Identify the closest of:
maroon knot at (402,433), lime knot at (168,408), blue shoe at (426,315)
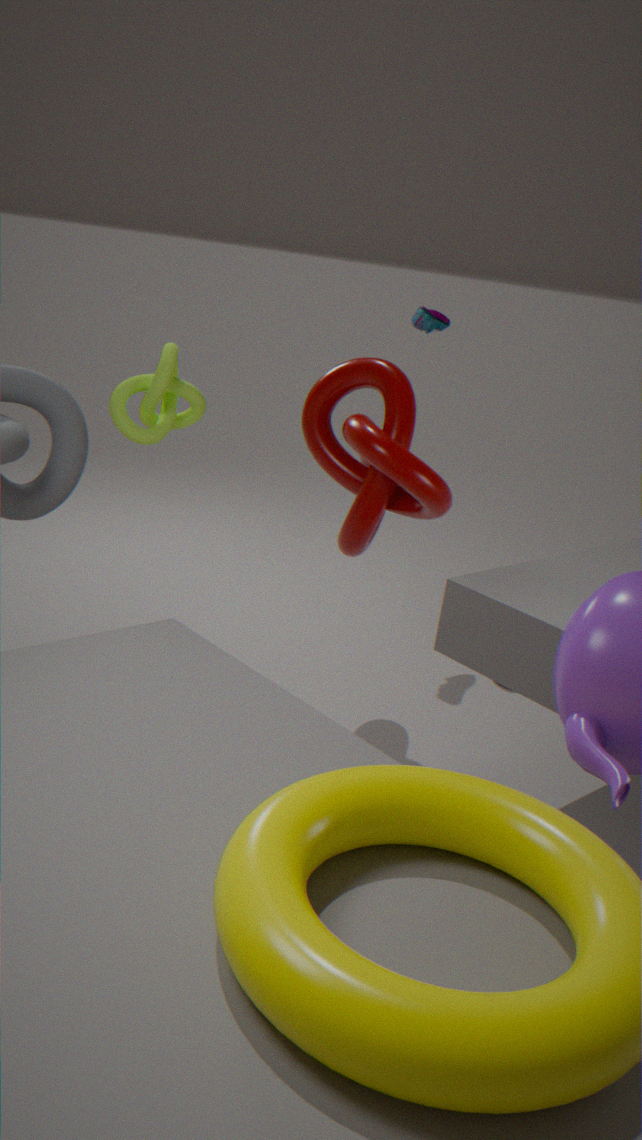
maroon knot at (402,433)
